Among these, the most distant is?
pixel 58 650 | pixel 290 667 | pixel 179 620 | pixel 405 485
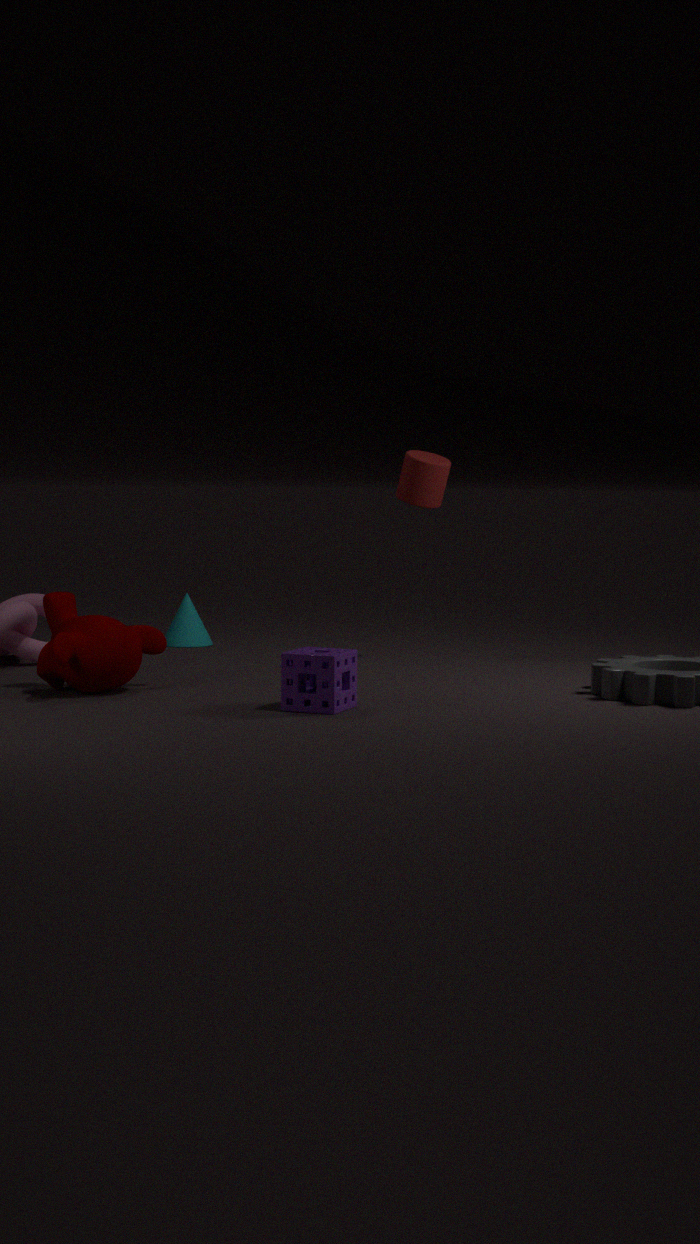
pixel 179 620
